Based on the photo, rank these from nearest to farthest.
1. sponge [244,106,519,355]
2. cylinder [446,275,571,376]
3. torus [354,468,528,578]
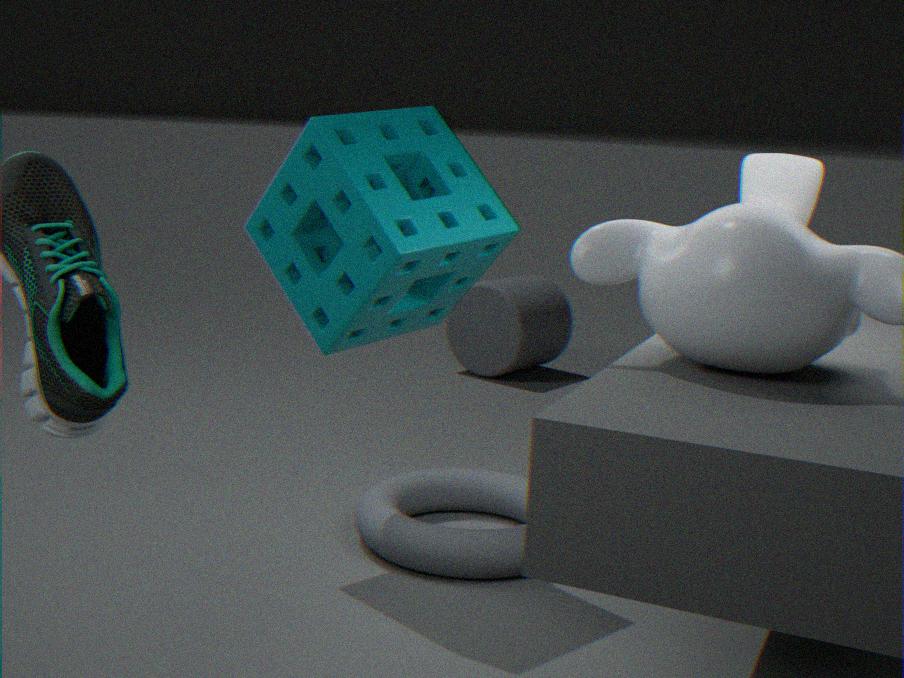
sponge [244,106,519,355], torus [354,468,528,578], cylinder [446,275,571,376]
